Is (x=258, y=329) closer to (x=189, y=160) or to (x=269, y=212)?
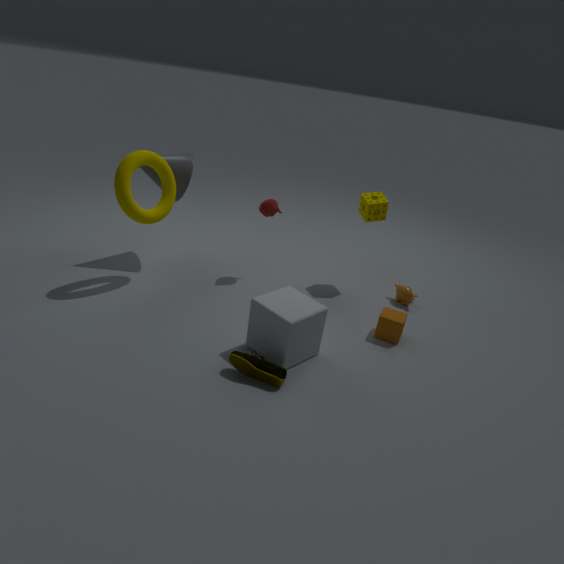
(x=269, y=212)
